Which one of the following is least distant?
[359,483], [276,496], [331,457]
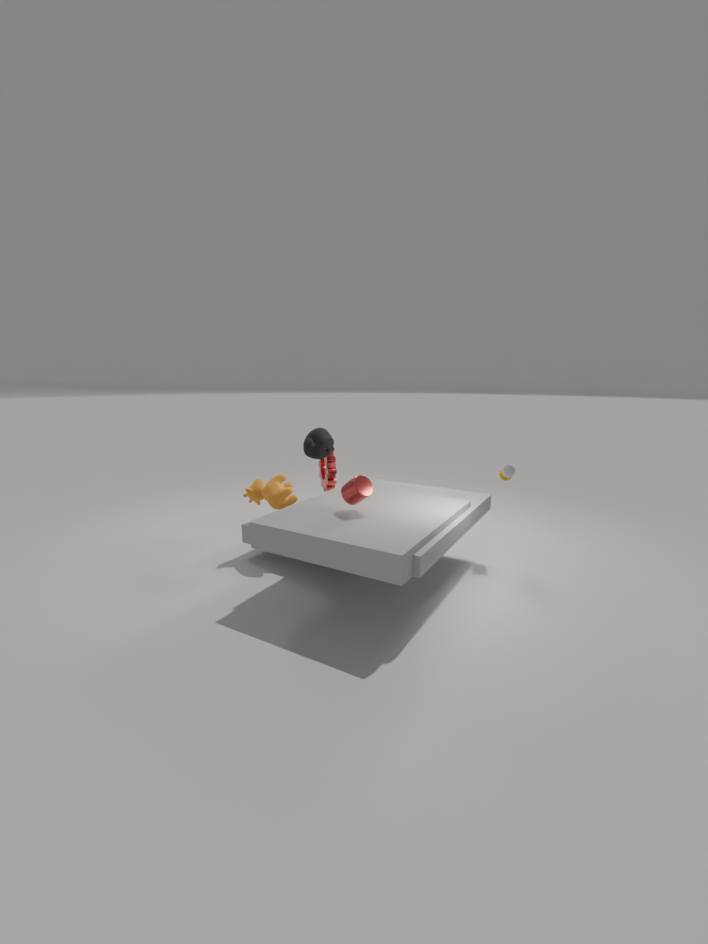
[359,483]
